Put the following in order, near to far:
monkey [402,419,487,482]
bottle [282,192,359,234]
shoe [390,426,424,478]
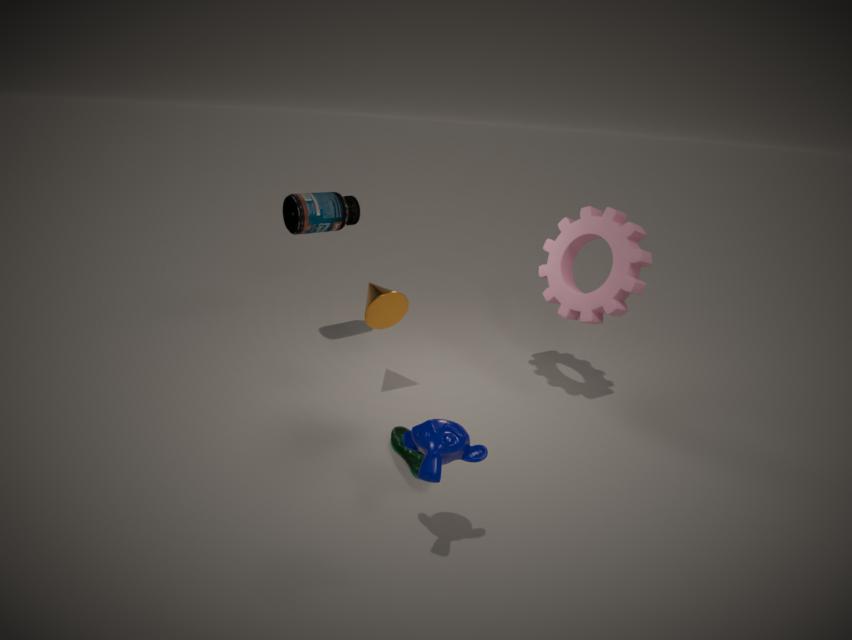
1. monkey [402,419,487,482]
2. shoe [390,426,424,478]
3. bottle [282,192,359,234]
